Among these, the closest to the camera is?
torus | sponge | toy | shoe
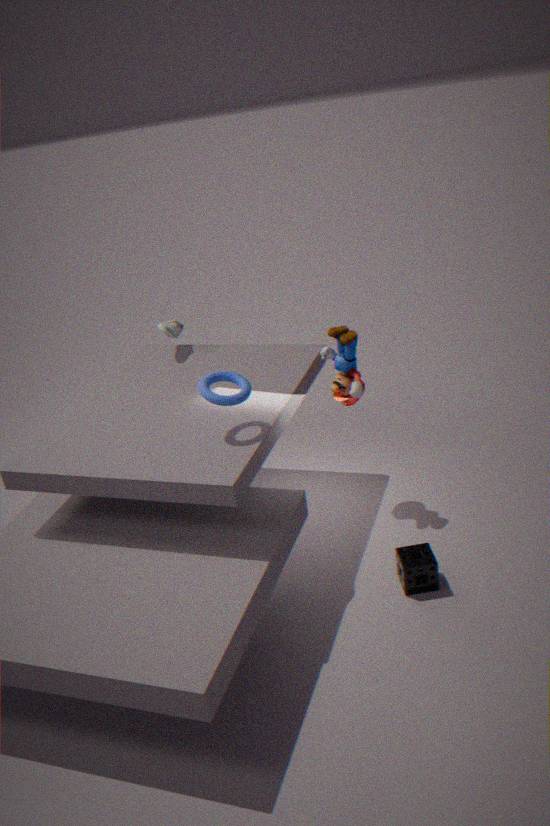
torus
